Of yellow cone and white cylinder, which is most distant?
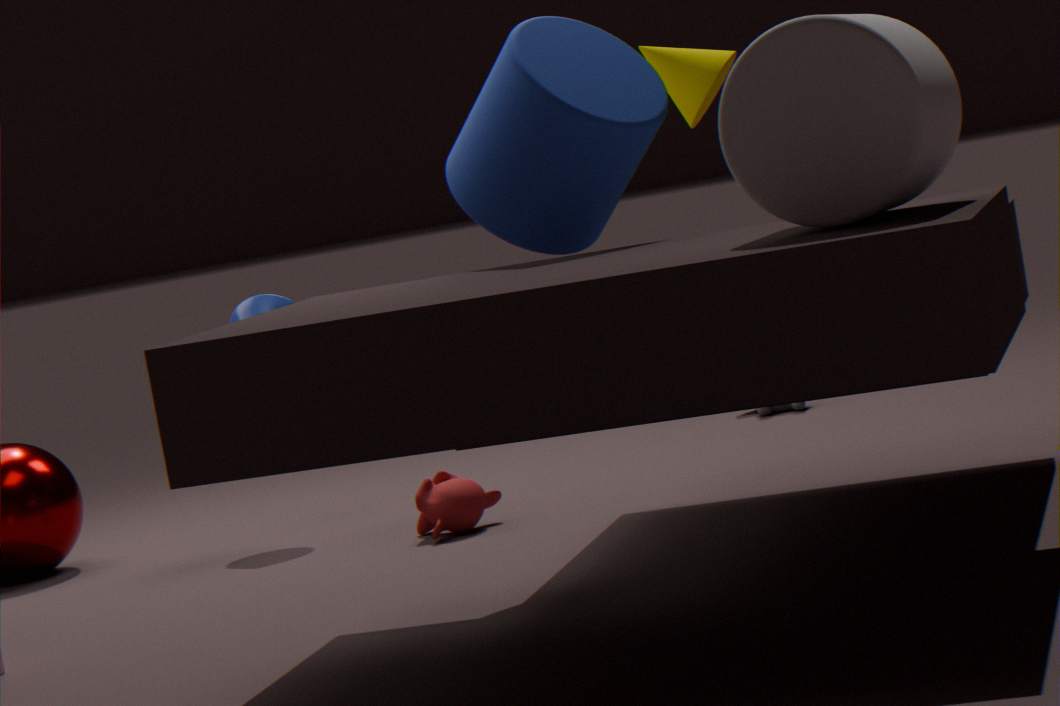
yellow cone
